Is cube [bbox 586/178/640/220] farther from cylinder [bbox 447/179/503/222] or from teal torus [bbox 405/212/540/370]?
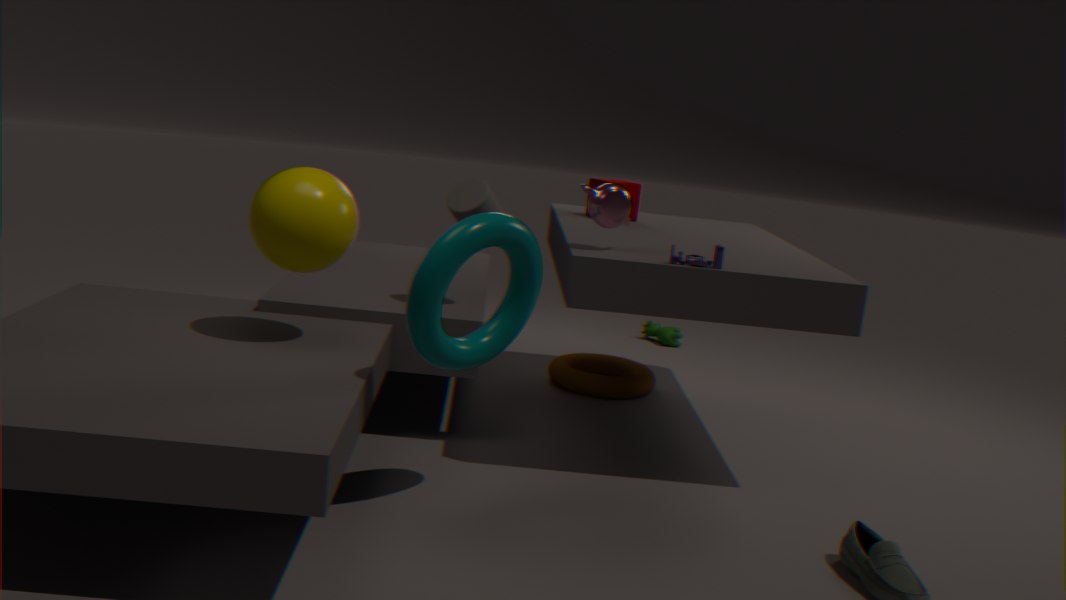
teal torus [bbox 405/212/540/370]
